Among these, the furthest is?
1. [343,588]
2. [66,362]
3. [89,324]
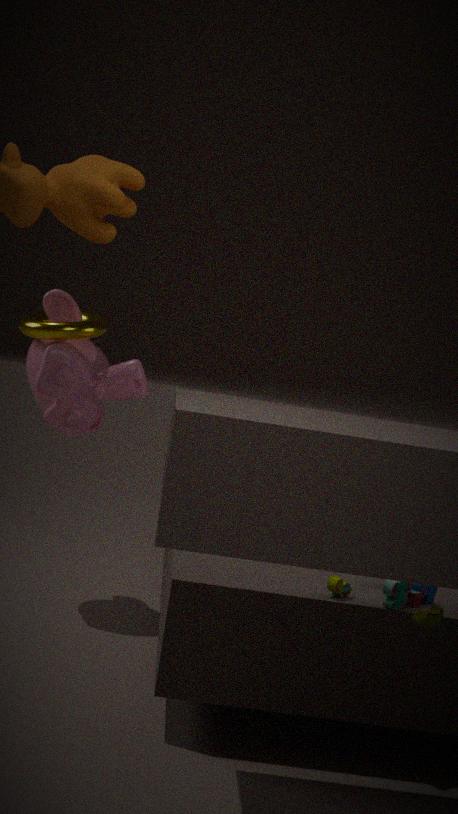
[89,324]
